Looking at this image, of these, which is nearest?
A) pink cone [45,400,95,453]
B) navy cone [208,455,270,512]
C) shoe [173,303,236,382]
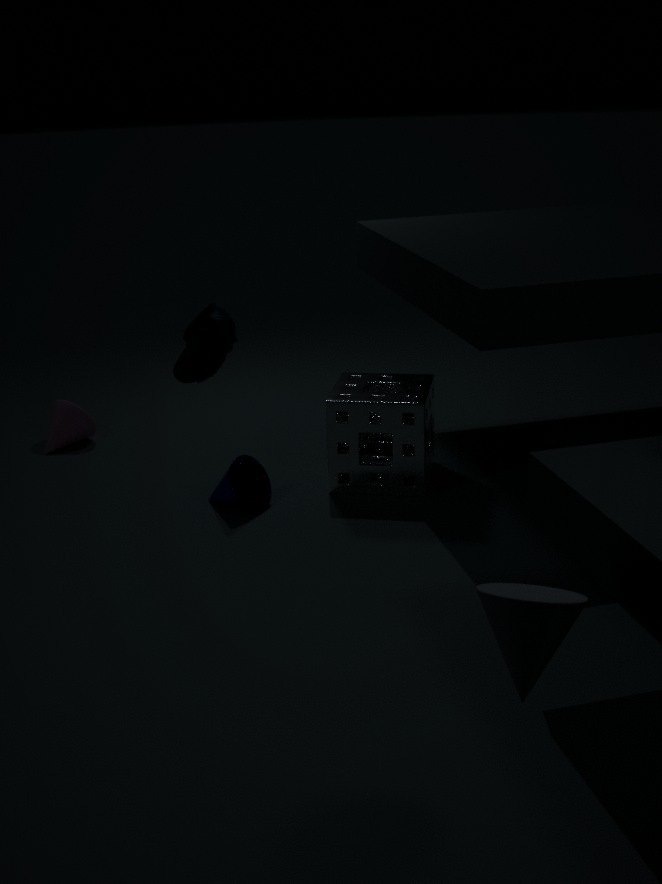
shoe [173,303,236,382]
